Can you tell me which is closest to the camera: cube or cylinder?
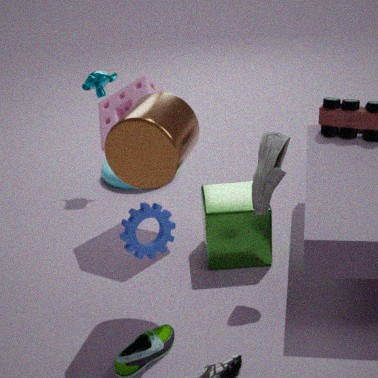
cylinder
